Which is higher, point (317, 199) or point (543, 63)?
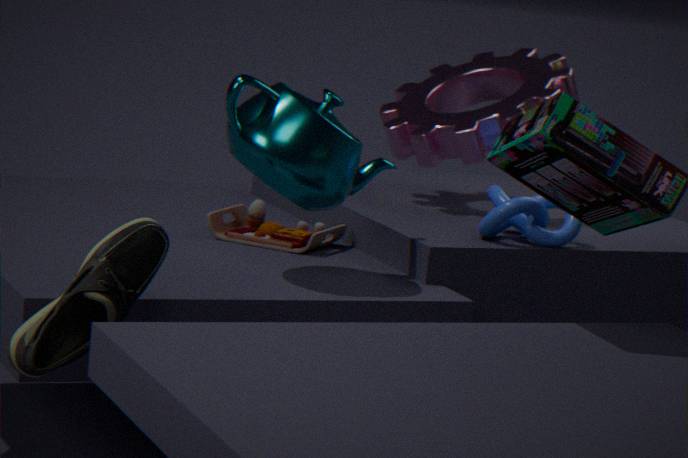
point (543, 63)
